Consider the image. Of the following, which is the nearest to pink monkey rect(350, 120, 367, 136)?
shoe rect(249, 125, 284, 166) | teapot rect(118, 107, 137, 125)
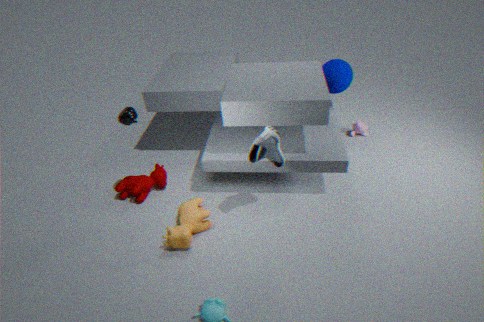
shoe rect(249, 125, 284, 166)
